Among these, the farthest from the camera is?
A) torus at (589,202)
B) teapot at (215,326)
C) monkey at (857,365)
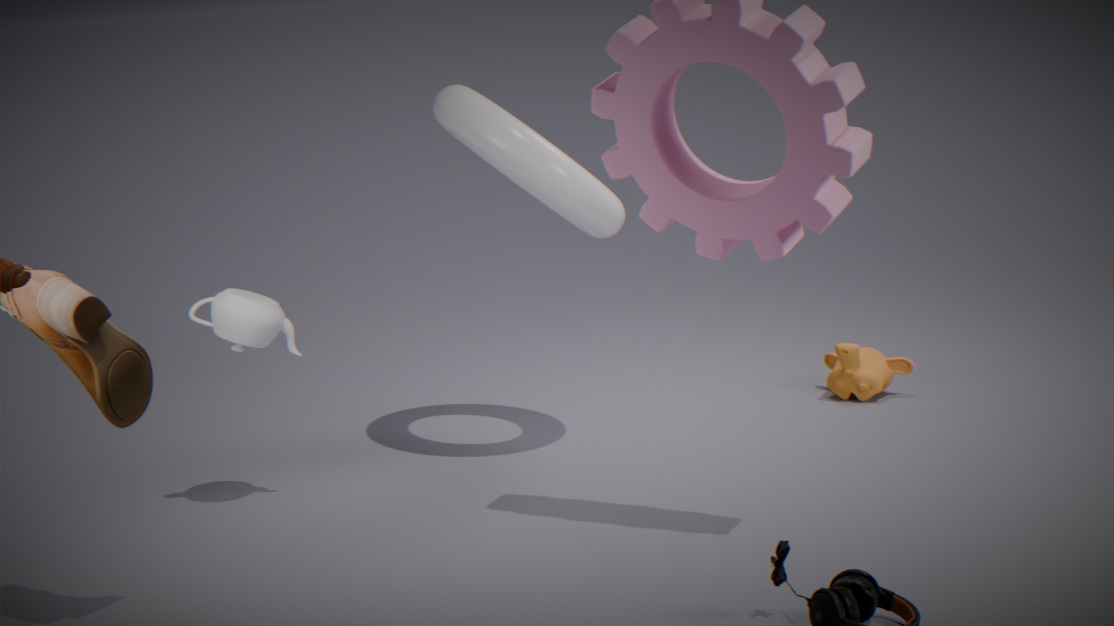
monkey at (857,365)
